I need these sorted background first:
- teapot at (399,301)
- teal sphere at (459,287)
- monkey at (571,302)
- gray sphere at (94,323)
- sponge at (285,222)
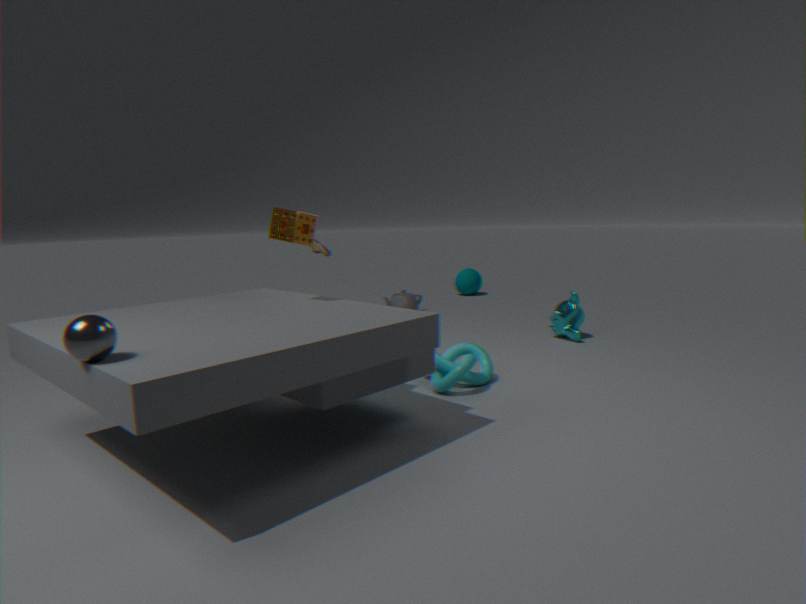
teal sphere at (459,287) → teapot at (399,301) → monkey at (571,302) → sponge at (285,222) → gray sphere at (94,323)
